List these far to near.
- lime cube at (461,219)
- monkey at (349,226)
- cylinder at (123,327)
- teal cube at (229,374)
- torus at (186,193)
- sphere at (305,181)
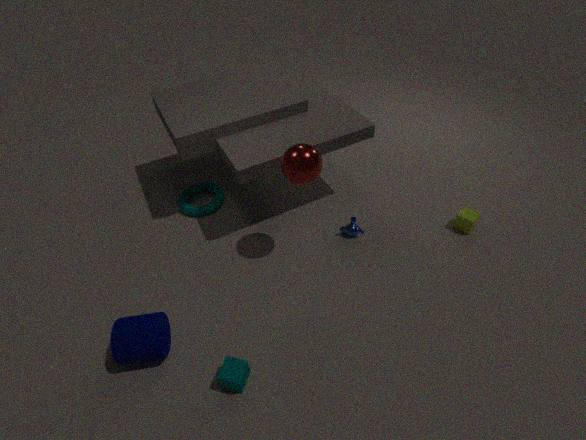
torus at (186,193)
monkey at (349,226)
lime cube at (461,219)
sphere at (305,181)
cylinder at (123,327)
teal cube at (229,374)
